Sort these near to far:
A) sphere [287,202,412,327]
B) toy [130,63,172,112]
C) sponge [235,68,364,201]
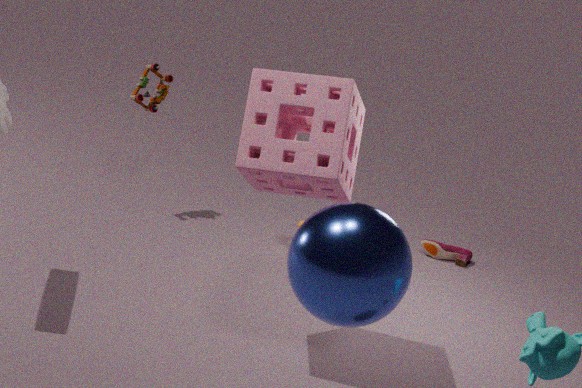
sphere [287,202,412,327]
sponge [235,68,364,201]
toy [130,63,172,112]
